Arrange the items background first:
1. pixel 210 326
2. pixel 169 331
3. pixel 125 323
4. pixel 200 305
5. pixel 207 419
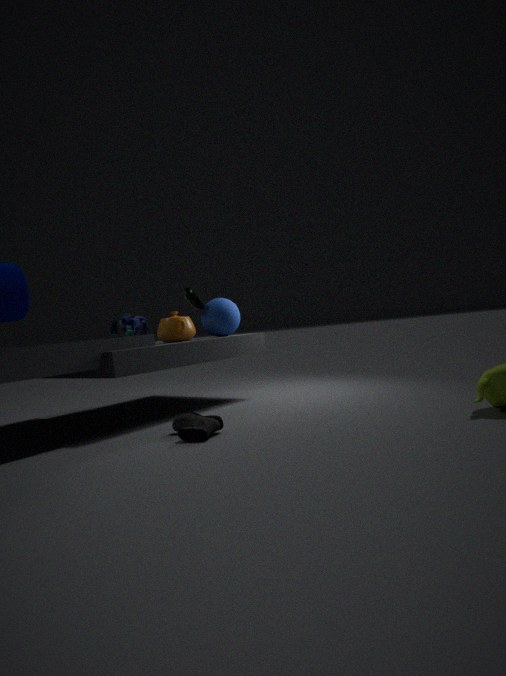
pixel 125 323
pixel 210 326
pixel 200 305
pixel 169 331
pixel 207 419
